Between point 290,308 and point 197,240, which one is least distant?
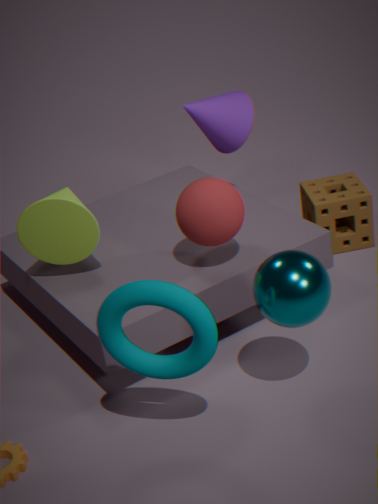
point 290,308
